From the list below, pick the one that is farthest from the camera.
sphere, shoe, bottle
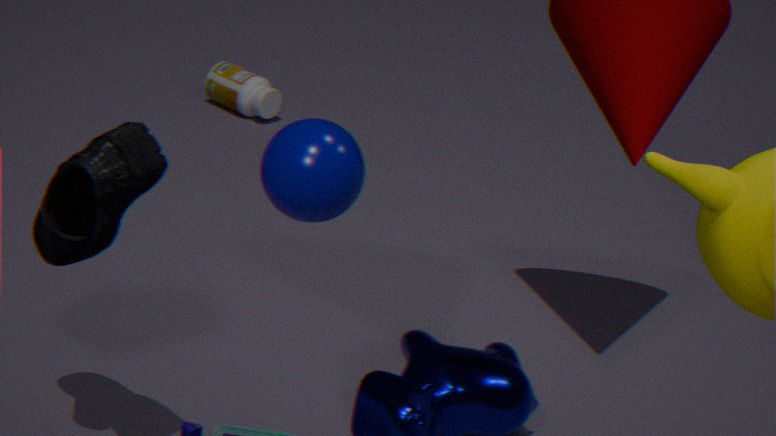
bottle
